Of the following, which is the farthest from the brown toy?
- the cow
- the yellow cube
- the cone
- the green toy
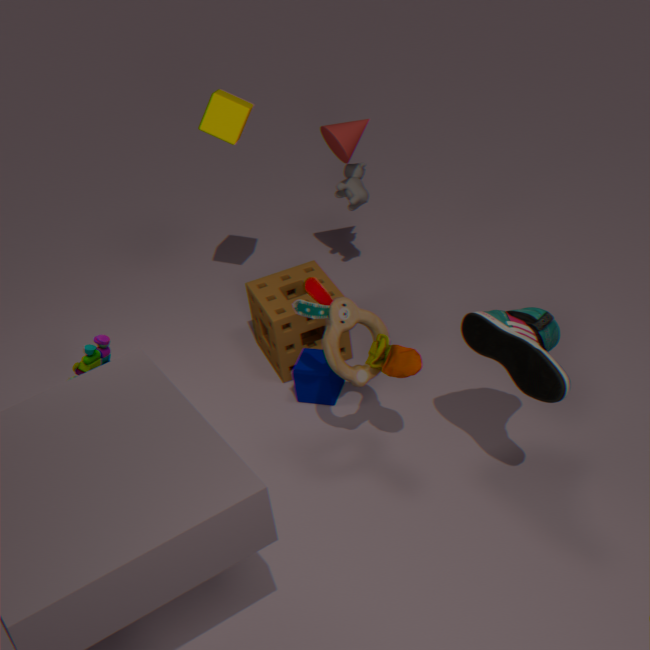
the cow
